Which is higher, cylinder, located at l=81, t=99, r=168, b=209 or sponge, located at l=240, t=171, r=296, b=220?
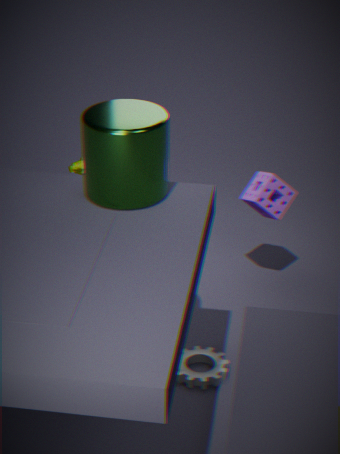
cylinder, located at l=81, t=99, r=168, b=209
